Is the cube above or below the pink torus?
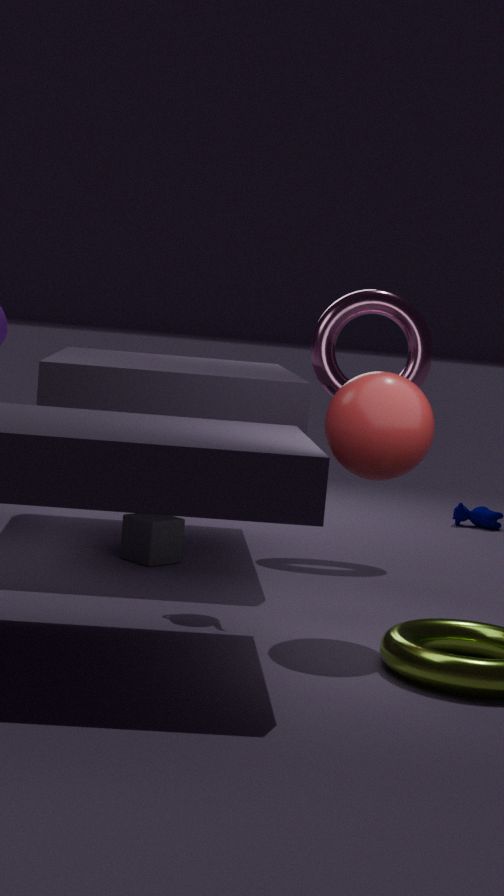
below
